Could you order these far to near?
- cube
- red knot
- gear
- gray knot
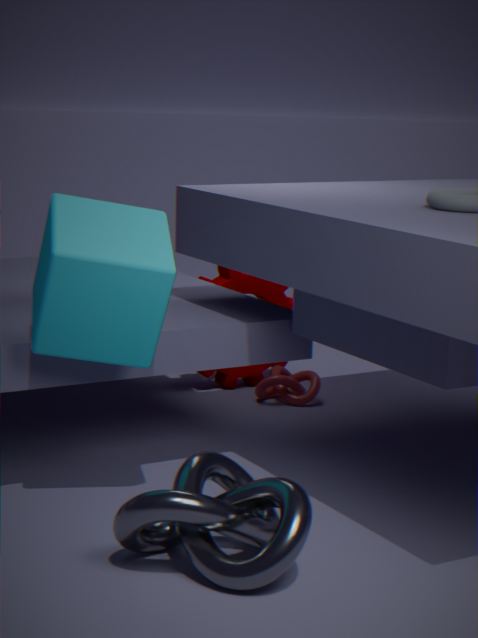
1. gear
2. red knot
3. cube
4. gray knot
